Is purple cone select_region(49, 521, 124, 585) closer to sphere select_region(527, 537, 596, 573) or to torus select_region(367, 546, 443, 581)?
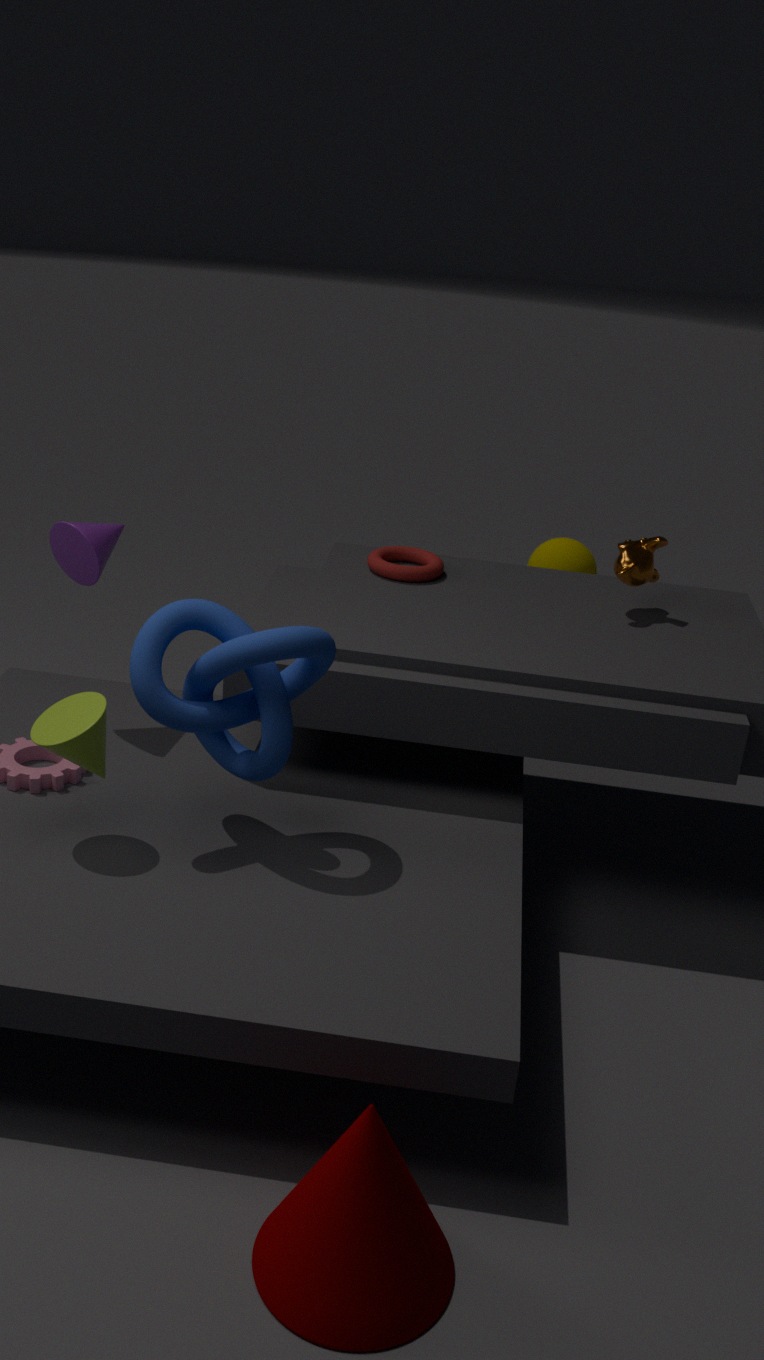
torus select_region(367, 546, 443, 581)
